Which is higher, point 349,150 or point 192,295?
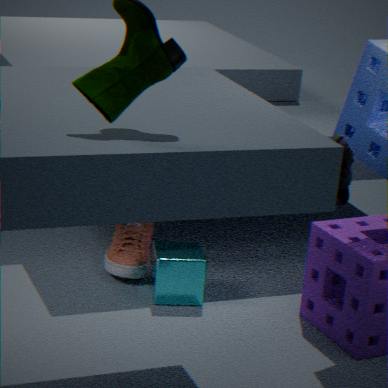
point 349,150
